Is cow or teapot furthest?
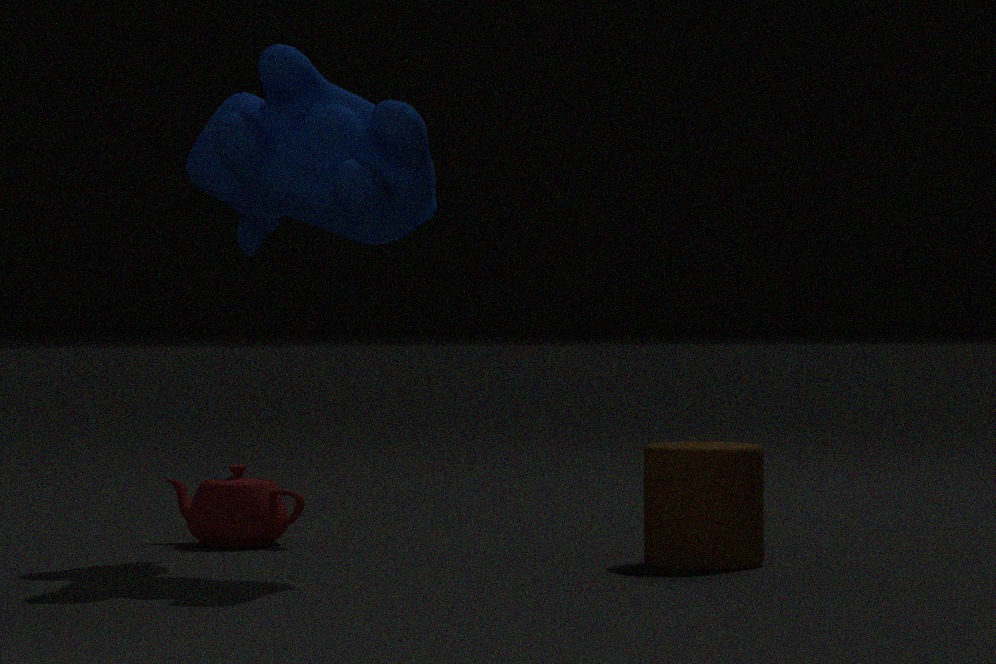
teapot
